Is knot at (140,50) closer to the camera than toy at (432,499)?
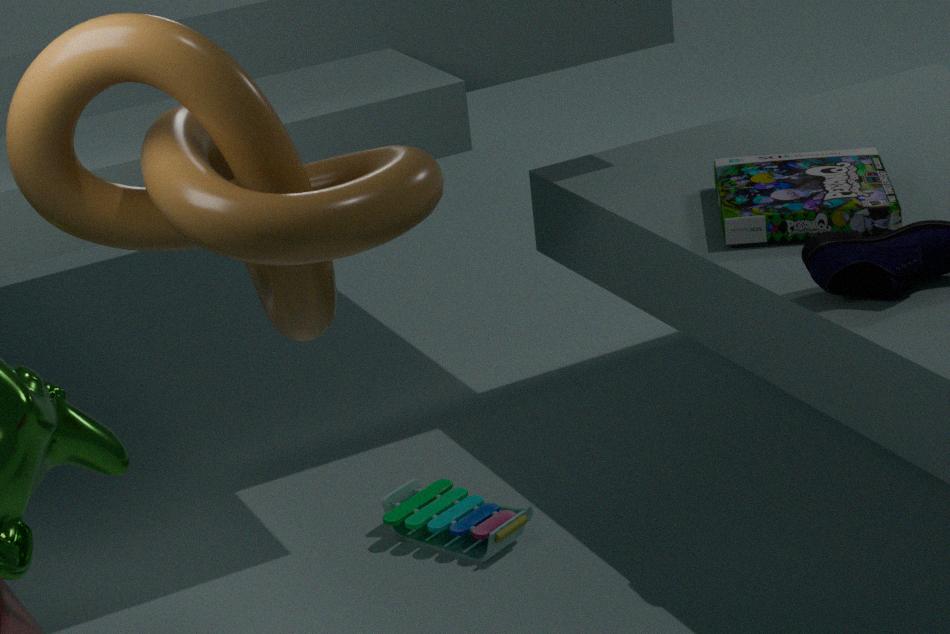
Yes
